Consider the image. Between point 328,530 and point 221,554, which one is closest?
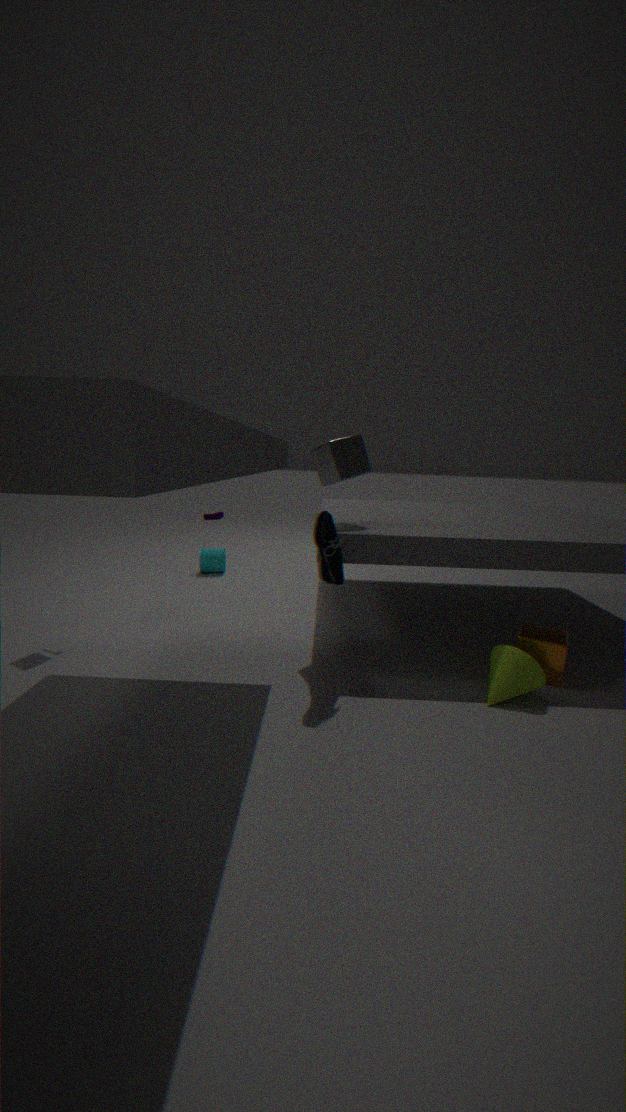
point 328,530
